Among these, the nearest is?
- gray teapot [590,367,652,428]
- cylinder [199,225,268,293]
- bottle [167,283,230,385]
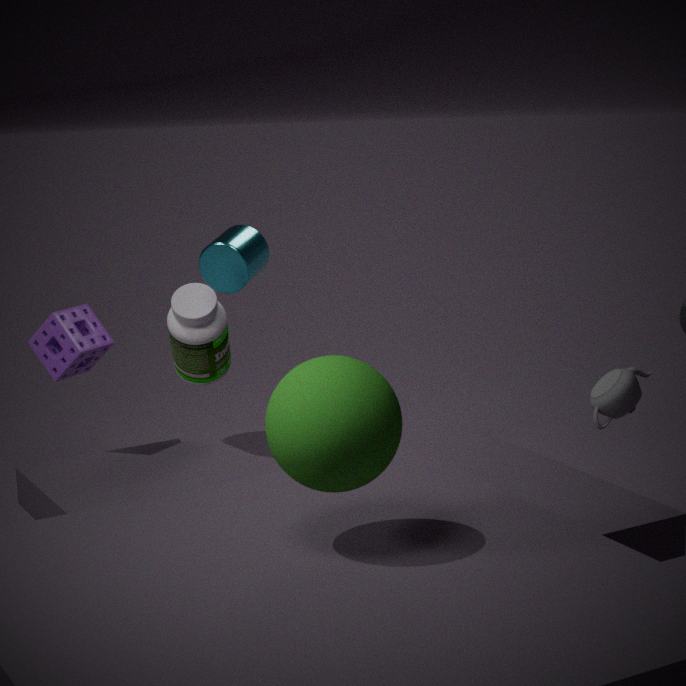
gray teapot [590,367,652,428]
